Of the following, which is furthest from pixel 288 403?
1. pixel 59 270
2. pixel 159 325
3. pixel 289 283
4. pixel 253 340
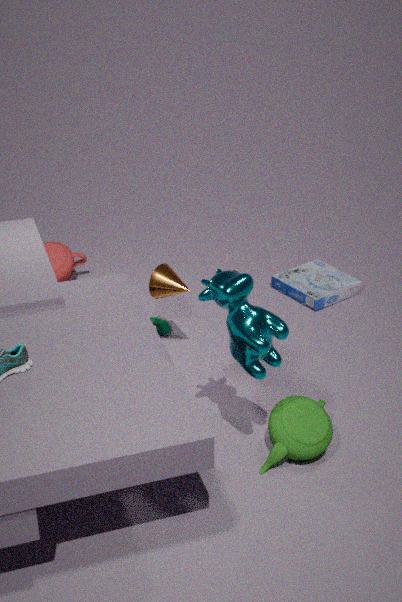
pixel 59 270
